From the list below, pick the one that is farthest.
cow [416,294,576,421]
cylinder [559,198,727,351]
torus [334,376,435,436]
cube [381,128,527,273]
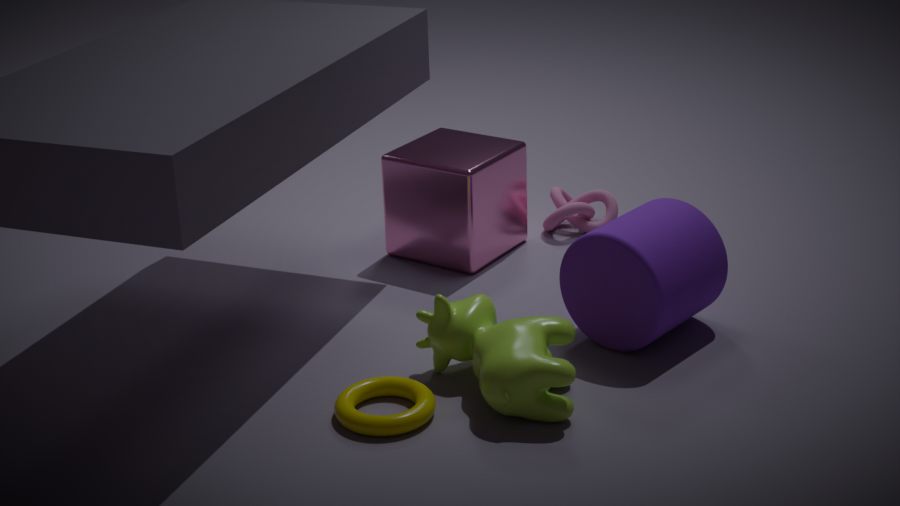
cube [381,128,527,273]
